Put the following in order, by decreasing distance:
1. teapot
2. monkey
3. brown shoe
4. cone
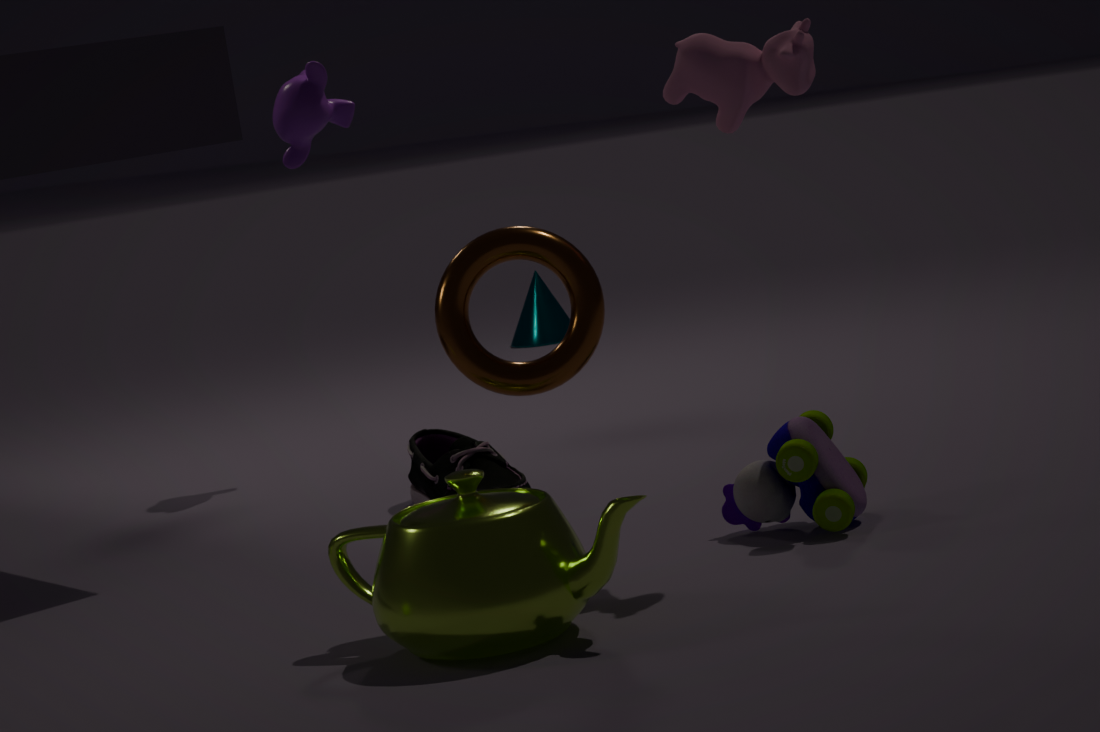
cone
monkey
brown shoe
teapot
